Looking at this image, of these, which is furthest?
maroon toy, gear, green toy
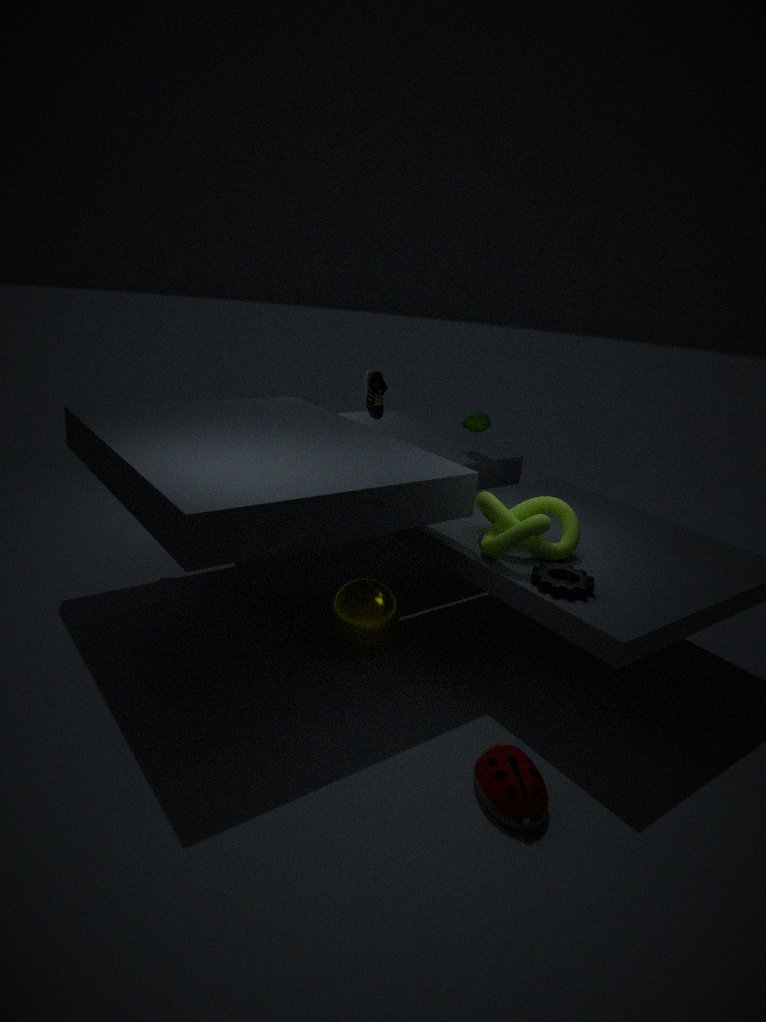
green toy
